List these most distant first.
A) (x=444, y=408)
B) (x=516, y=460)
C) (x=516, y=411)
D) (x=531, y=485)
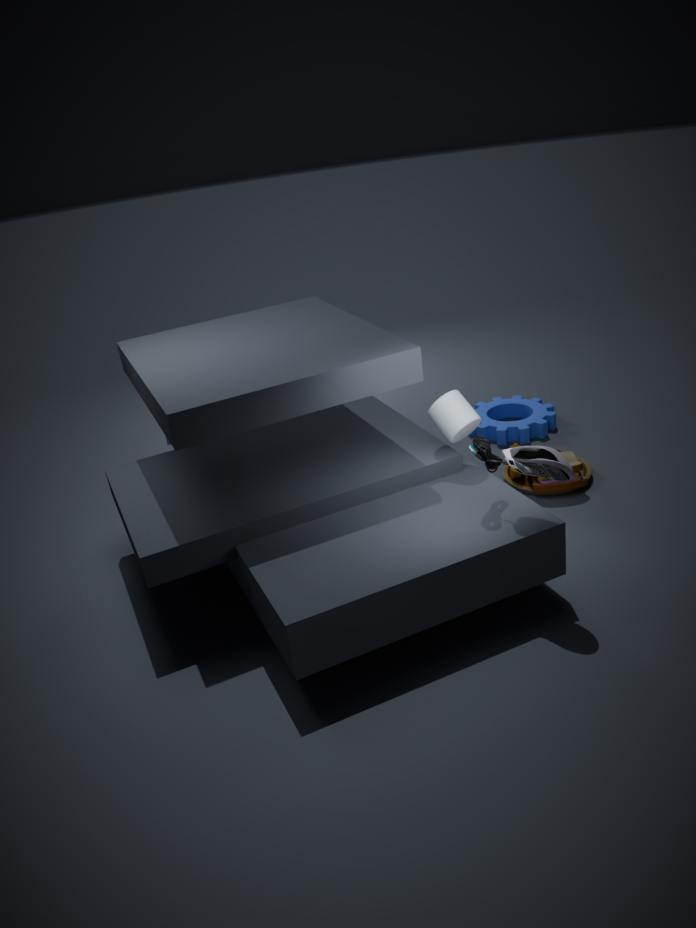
(x=516, y=411)
(x=531, y=485)
(x=444, y=408)
(x=516, y=460)
